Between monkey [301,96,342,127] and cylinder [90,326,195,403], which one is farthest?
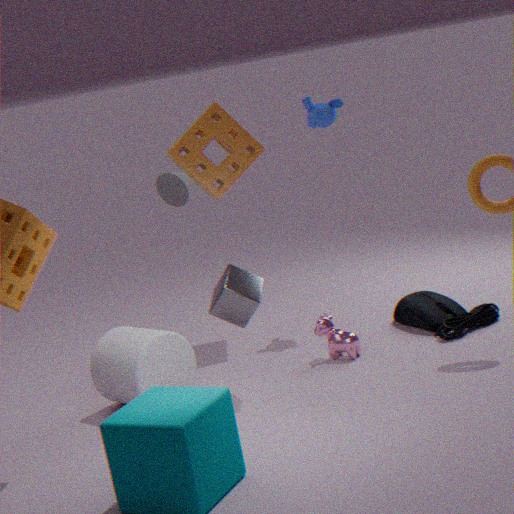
monkey [301,96,342,127]
